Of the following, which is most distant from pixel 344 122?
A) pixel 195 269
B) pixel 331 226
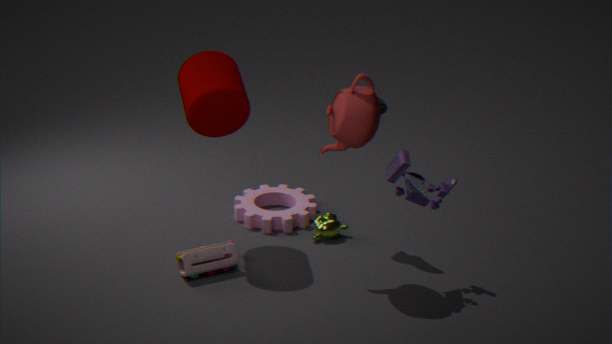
pixel 195 269
